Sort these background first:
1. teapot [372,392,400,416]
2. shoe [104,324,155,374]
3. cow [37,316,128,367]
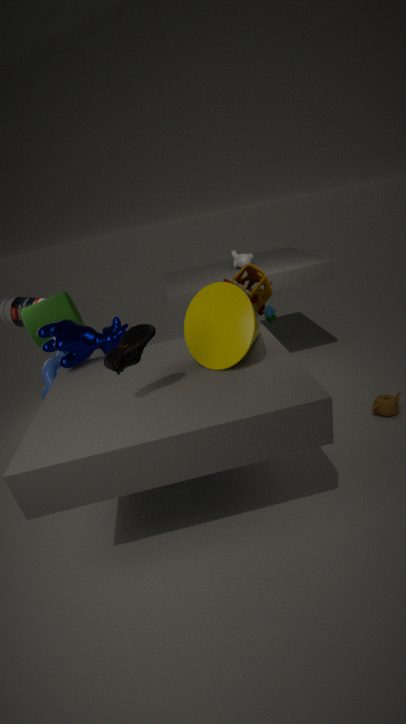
teapot [372,392,400,416]
cow [37,316,128,367]
shoe [104,324,155,374]
